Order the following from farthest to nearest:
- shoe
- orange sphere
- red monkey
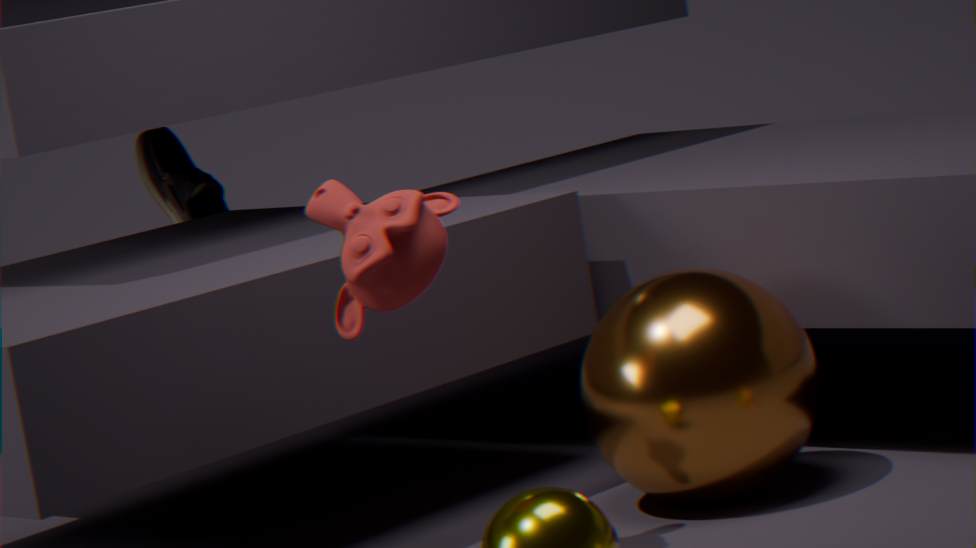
shoe, orange sphere, red monkey
